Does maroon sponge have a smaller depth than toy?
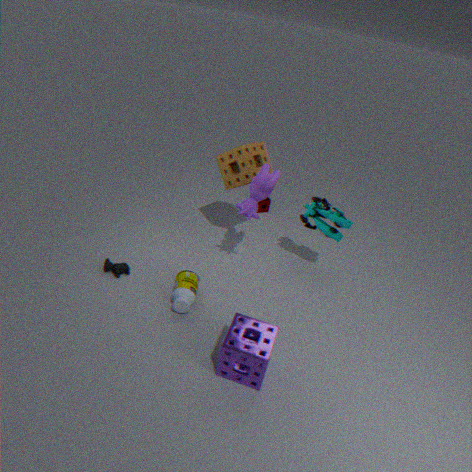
No
